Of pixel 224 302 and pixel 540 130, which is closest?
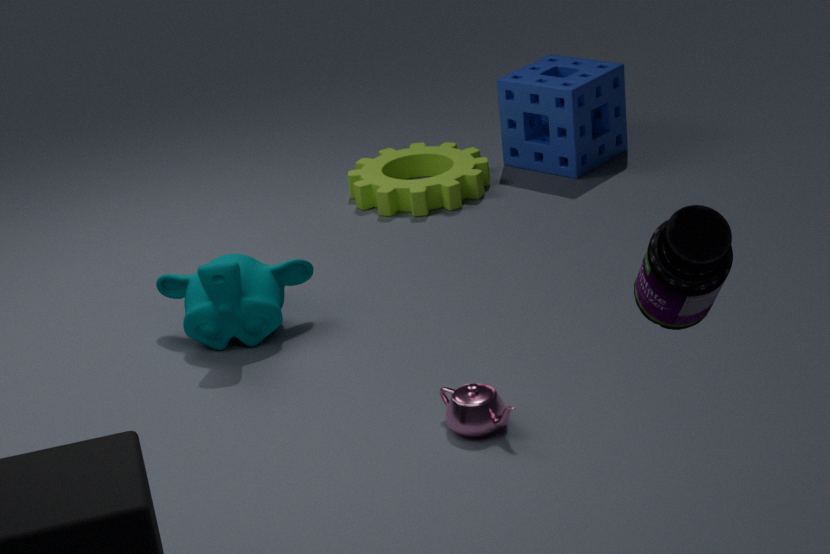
pixel 224 302
